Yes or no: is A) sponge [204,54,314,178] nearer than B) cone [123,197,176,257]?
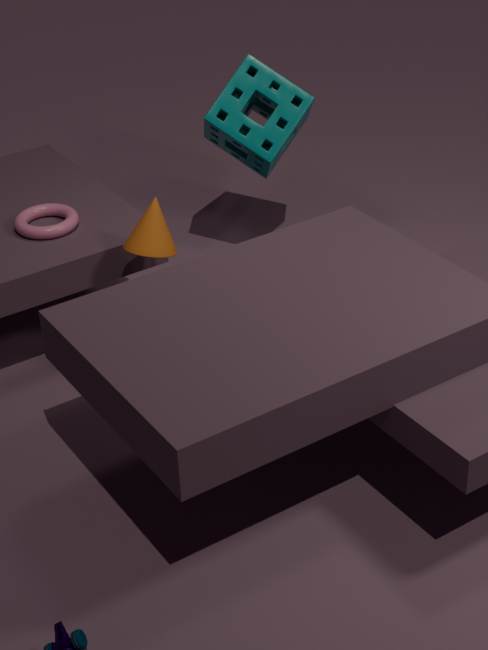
No
